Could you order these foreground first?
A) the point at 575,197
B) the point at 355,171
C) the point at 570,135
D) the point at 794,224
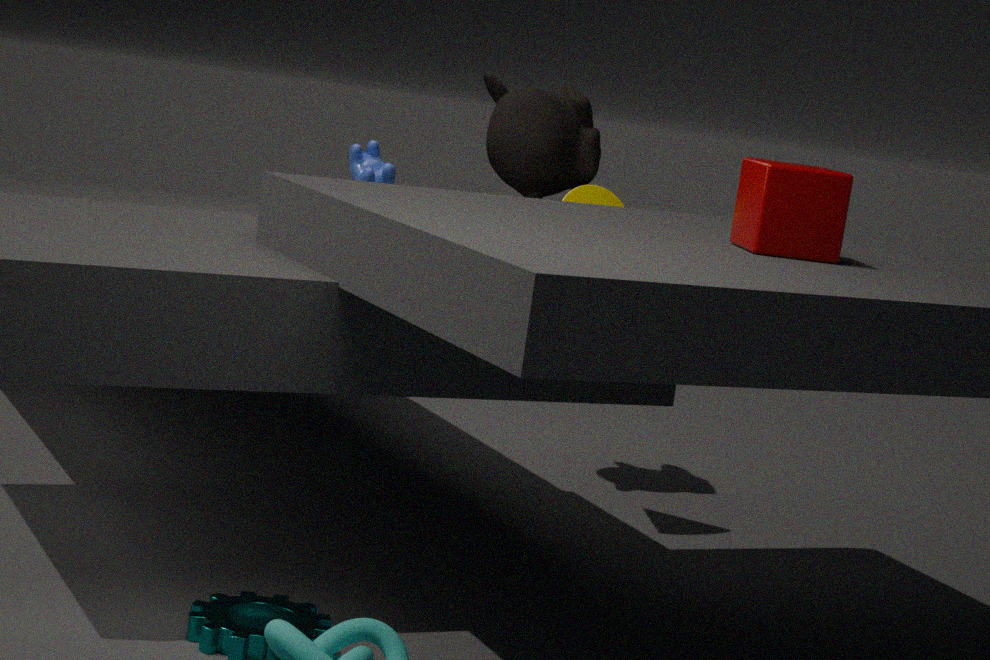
the point at 794,224 < the point at 575,197 < the point at 570,135 < the point at 355,171
